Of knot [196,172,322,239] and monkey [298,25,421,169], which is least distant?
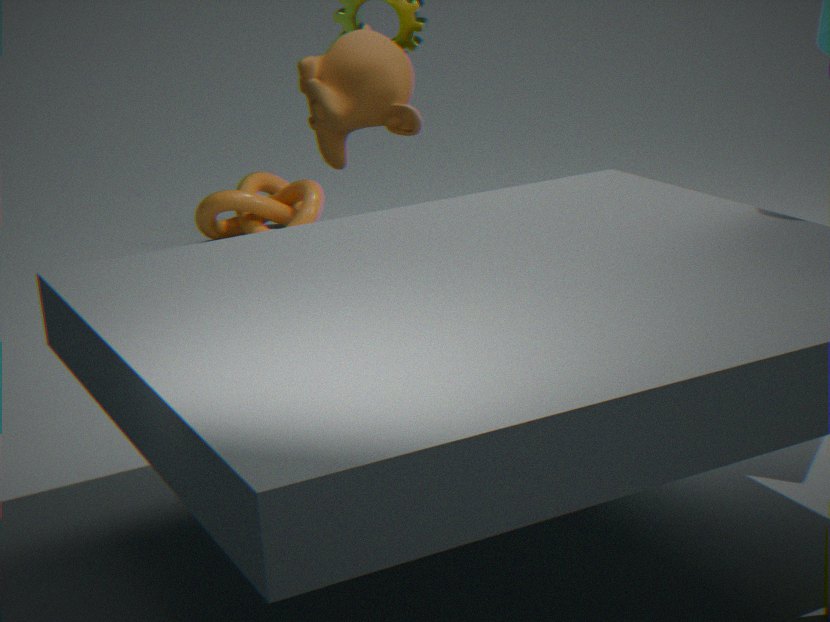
monkey [298,25,421,169]
